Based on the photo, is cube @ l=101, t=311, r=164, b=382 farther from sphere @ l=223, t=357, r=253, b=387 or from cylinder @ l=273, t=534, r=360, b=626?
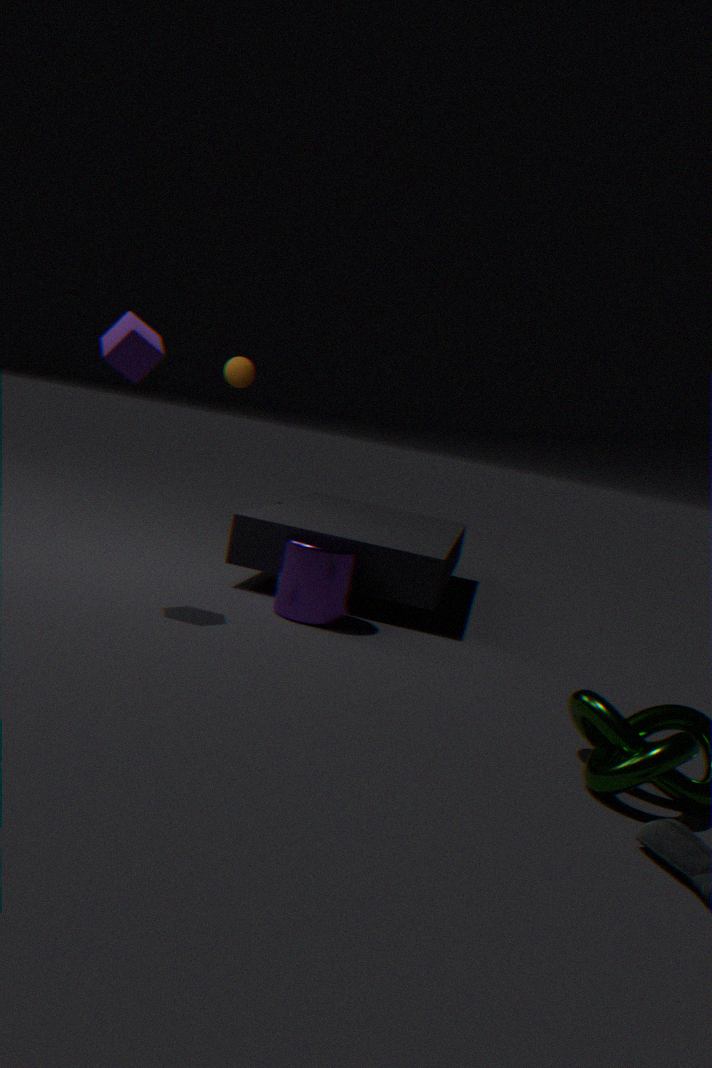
sphere @ l=223, t=357, r=253, b=387
